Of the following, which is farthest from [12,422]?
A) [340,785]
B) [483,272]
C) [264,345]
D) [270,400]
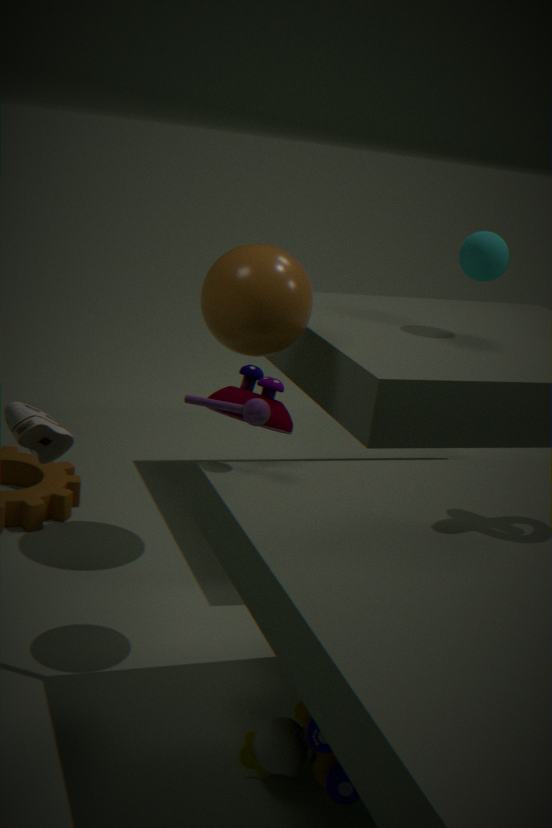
[483,272]
